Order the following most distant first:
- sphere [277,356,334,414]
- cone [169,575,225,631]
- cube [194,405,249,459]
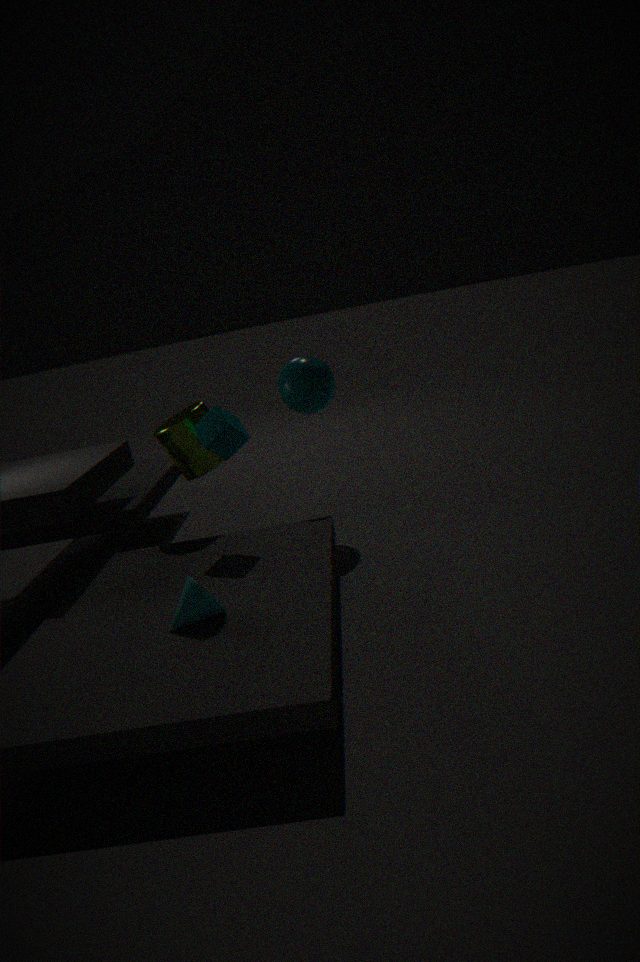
1. sphere [277,356,334,414]
2. cube [194,405,249,459]
3. cone [169,575,225,631]
